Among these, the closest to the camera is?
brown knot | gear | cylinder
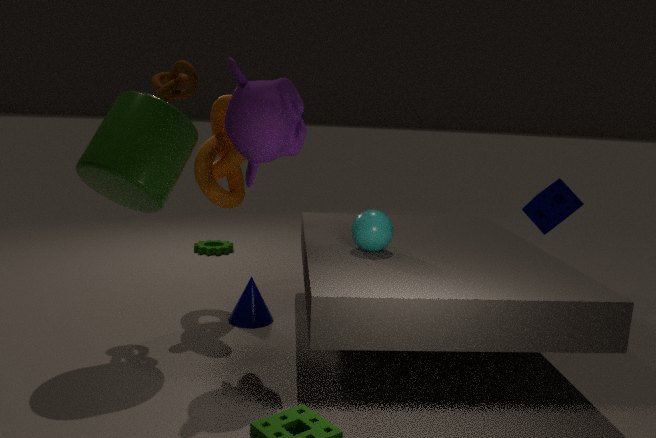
cylinder
